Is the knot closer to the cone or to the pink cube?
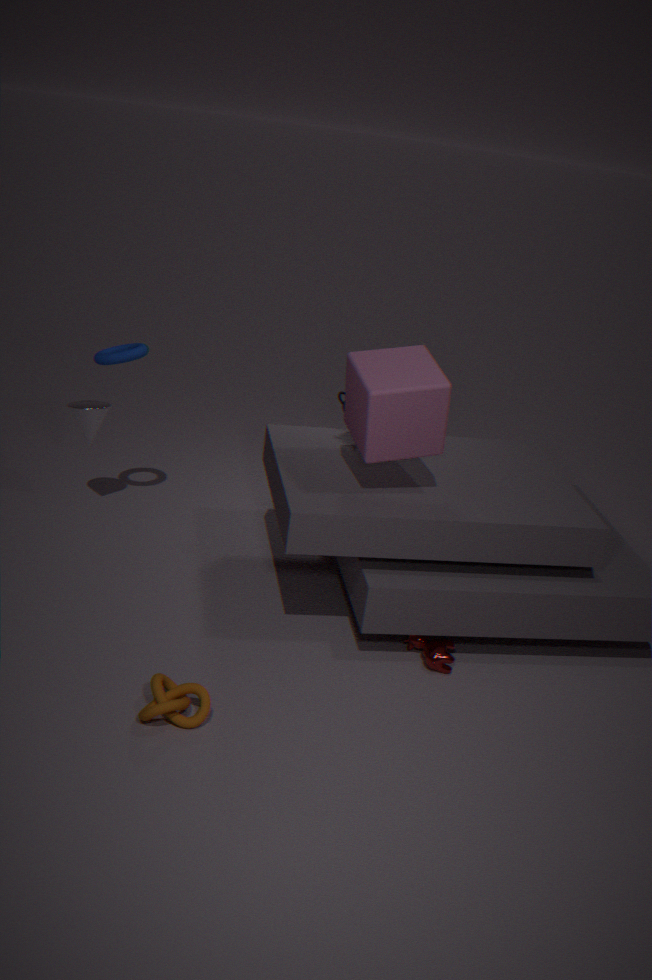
the pink cube
